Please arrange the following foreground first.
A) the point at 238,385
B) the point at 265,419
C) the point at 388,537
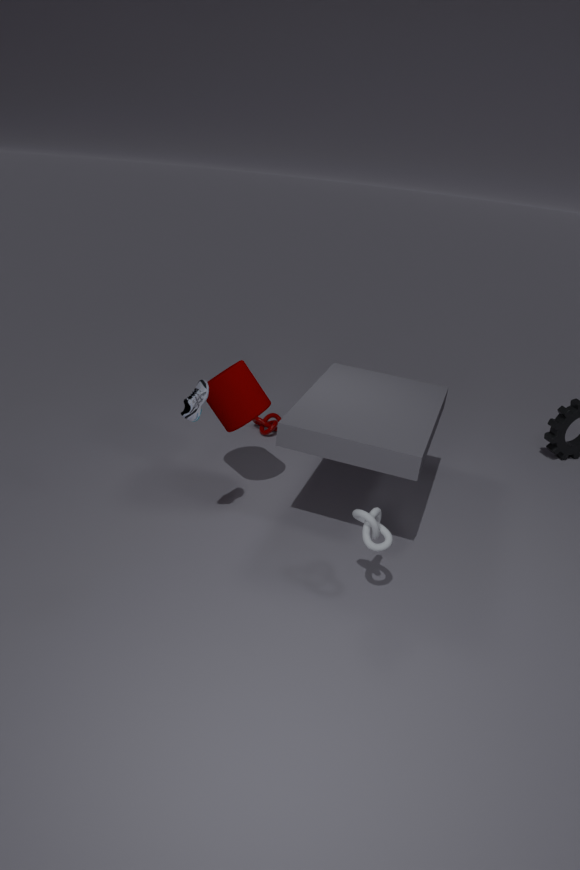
the point at 388,537
the point at 238,385
the point at 265,419
